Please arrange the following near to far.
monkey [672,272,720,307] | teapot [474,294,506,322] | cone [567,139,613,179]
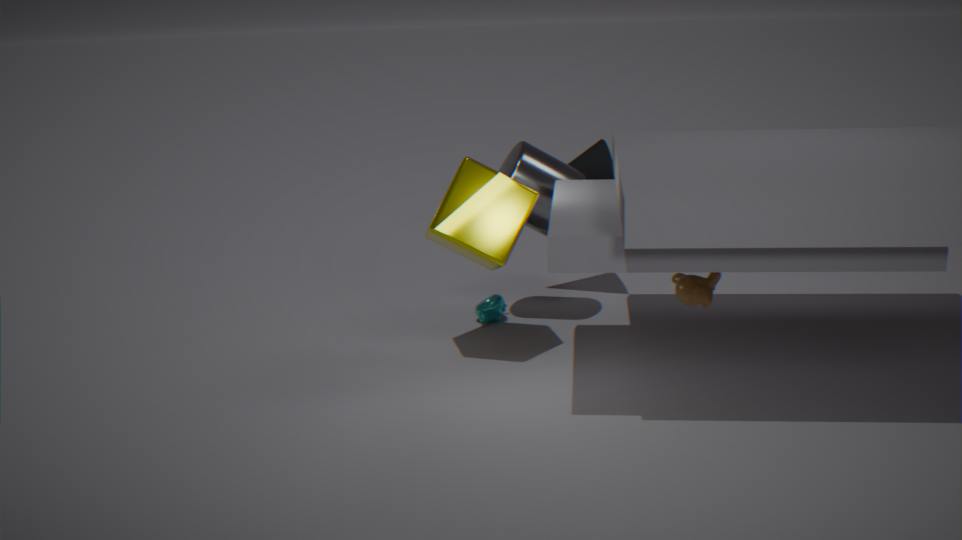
1. monkey [672,272,720,307]
2. teapot [474,294,506,322]
3. cone [567,139,613,179]
